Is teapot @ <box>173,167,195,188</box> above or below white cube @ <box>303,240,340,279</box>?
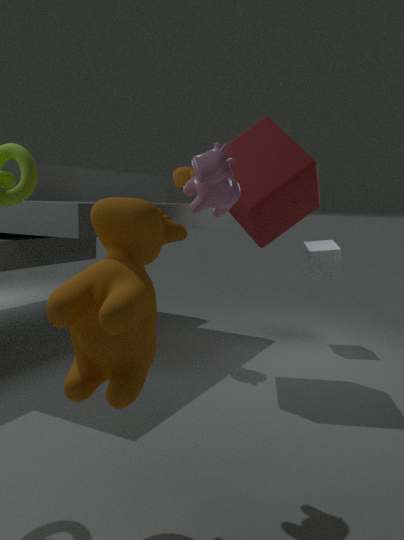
above
